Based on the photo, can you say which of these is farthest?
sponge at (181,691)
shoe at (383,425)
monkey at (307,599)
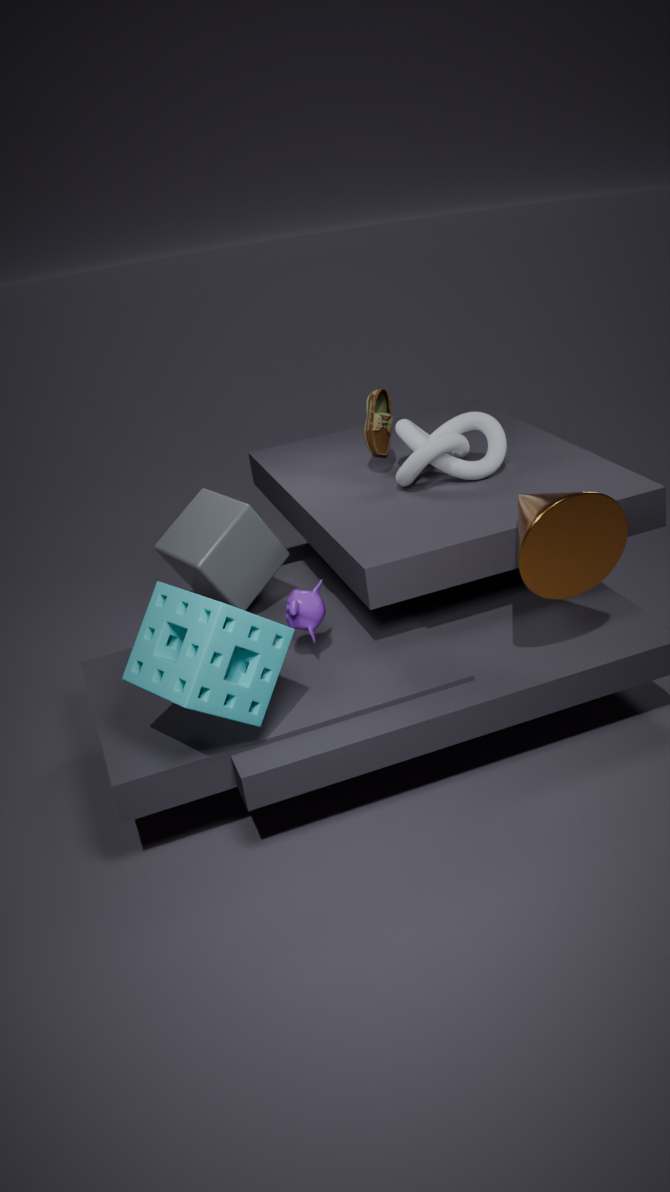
shoe at (383,425)
